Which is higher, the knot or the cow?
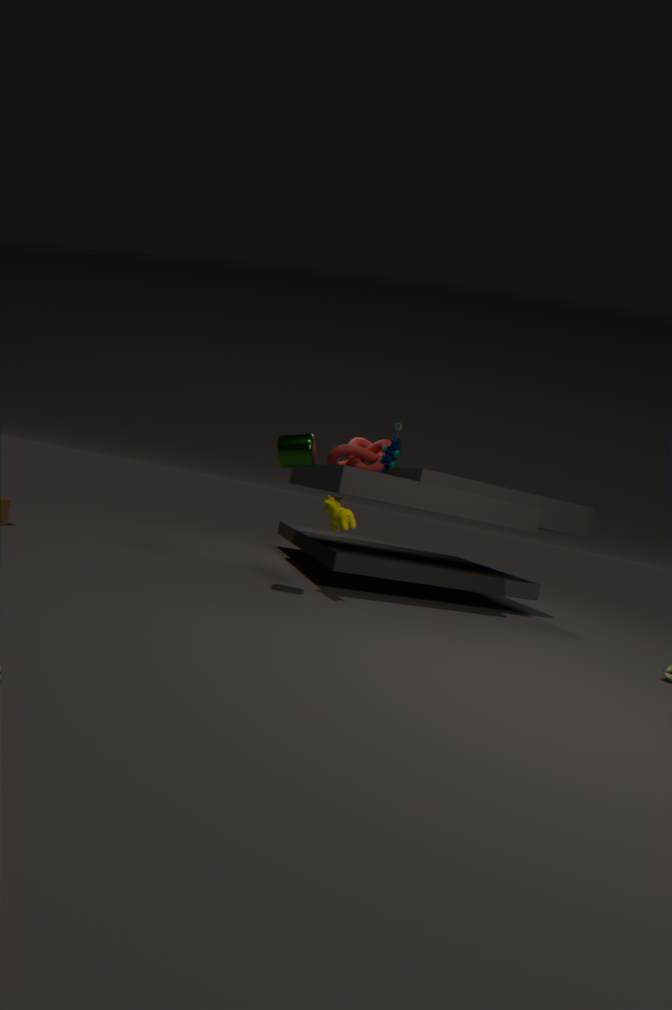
the knot
